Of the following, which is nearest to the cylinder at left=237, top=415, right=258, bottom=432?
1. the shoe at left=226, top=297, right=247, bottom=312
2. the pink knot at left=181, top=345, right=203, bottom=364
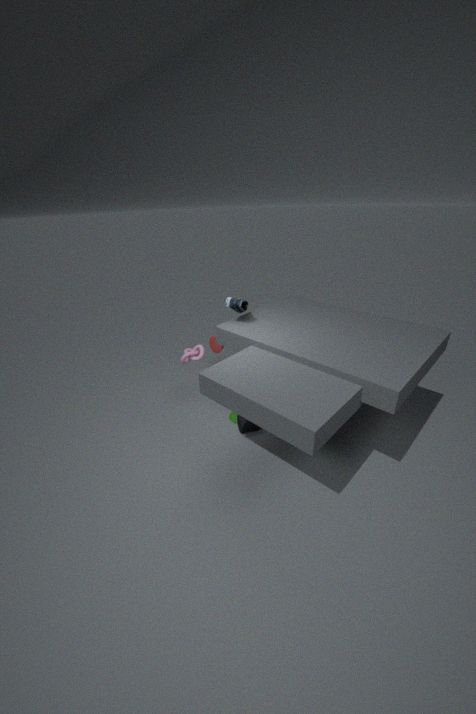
the pink knot at left=181, top=345, right=203, bottom=364
